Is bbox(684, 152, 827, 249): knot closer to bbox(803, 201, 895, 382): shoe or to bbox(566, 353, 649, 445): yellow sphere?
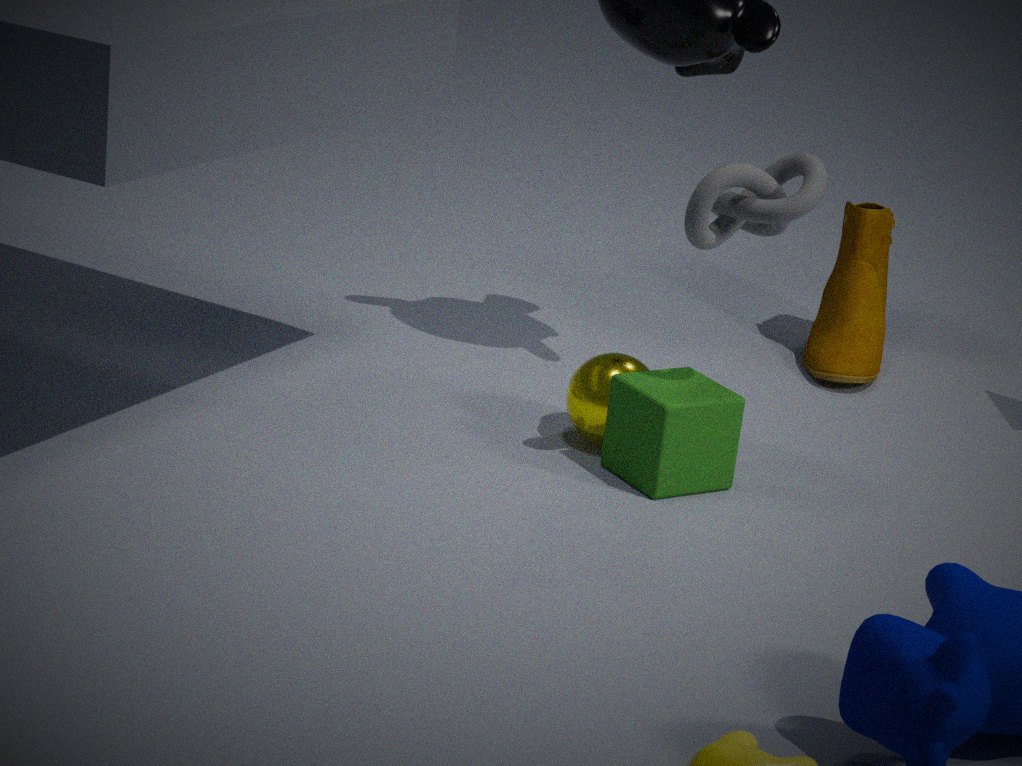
bbox(566, 353, 649, 445): yellow sphere
